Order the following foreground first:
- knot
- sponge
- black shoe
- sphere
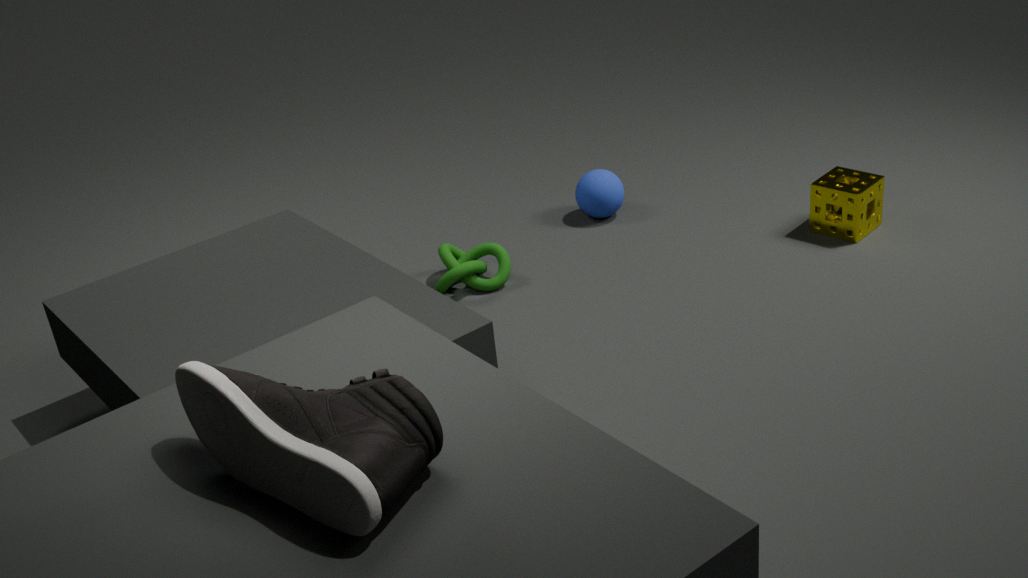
black shoe < knot < sponge < sphere
